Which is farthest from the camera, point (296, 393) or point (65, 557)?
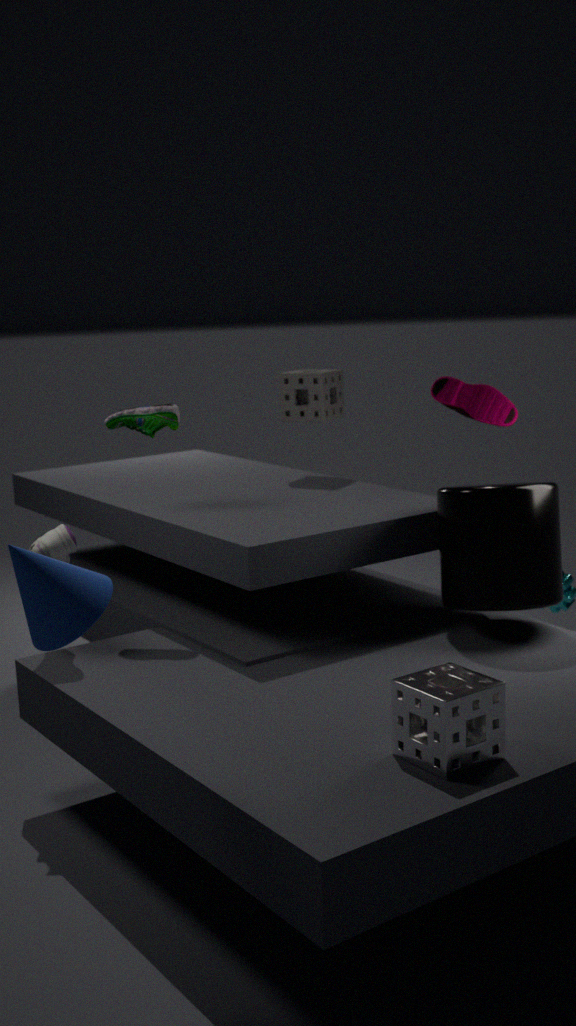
point (296, 393)
